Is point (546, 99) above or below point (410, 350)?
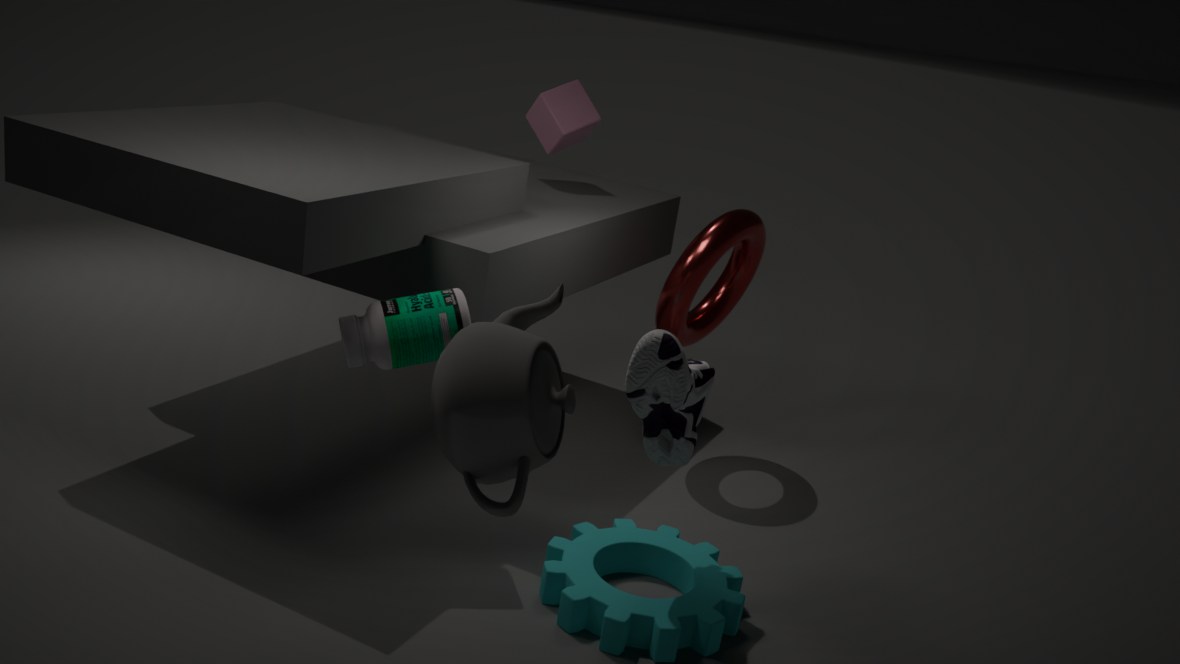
above
